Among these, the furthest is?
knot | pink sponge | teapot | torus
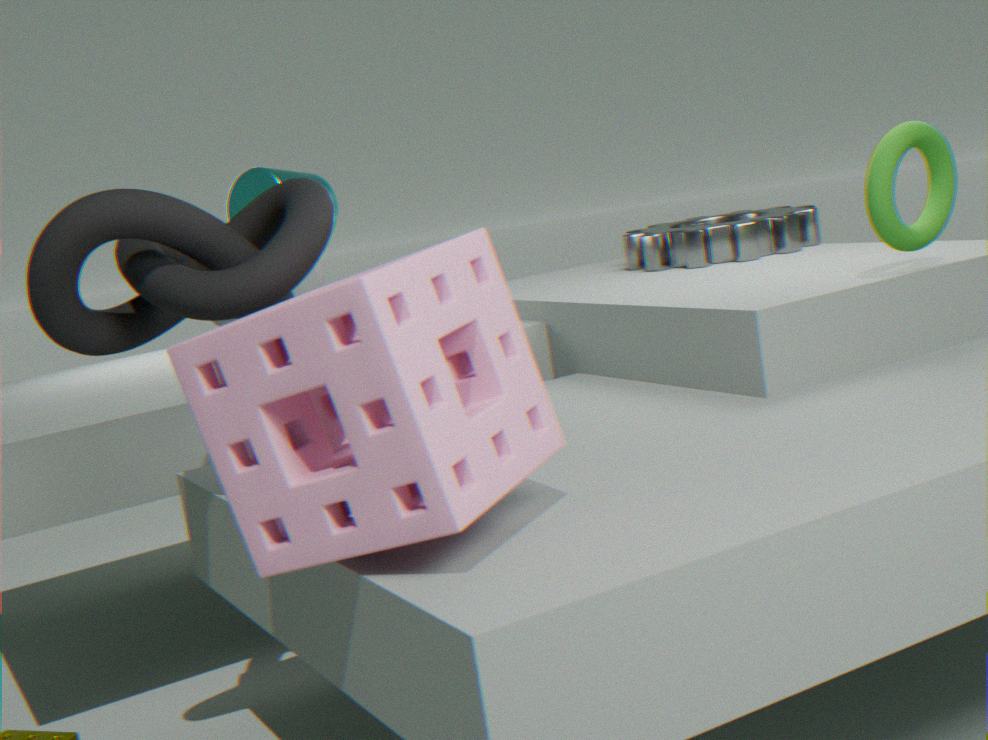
teapot
